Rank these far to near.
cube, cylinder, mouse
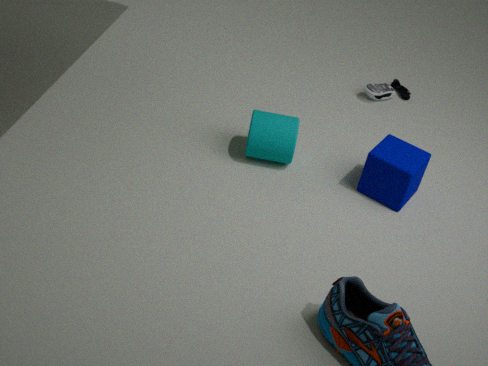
1. mouse
2. cylinder
3. cube
